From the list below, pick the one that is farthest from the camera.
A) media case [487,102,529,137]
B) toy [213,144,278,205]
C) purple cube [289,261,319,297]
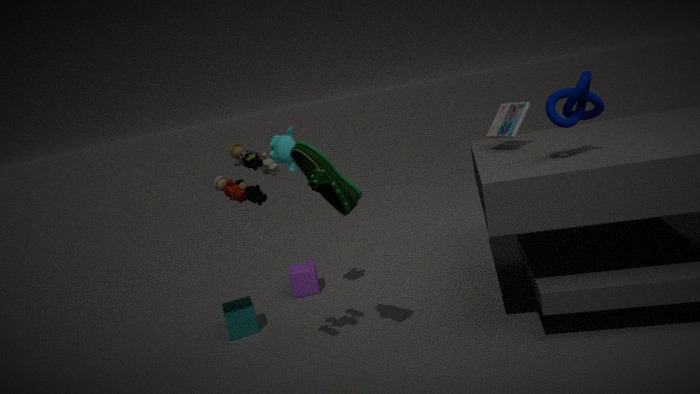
purple cube [289,261,319,297]
